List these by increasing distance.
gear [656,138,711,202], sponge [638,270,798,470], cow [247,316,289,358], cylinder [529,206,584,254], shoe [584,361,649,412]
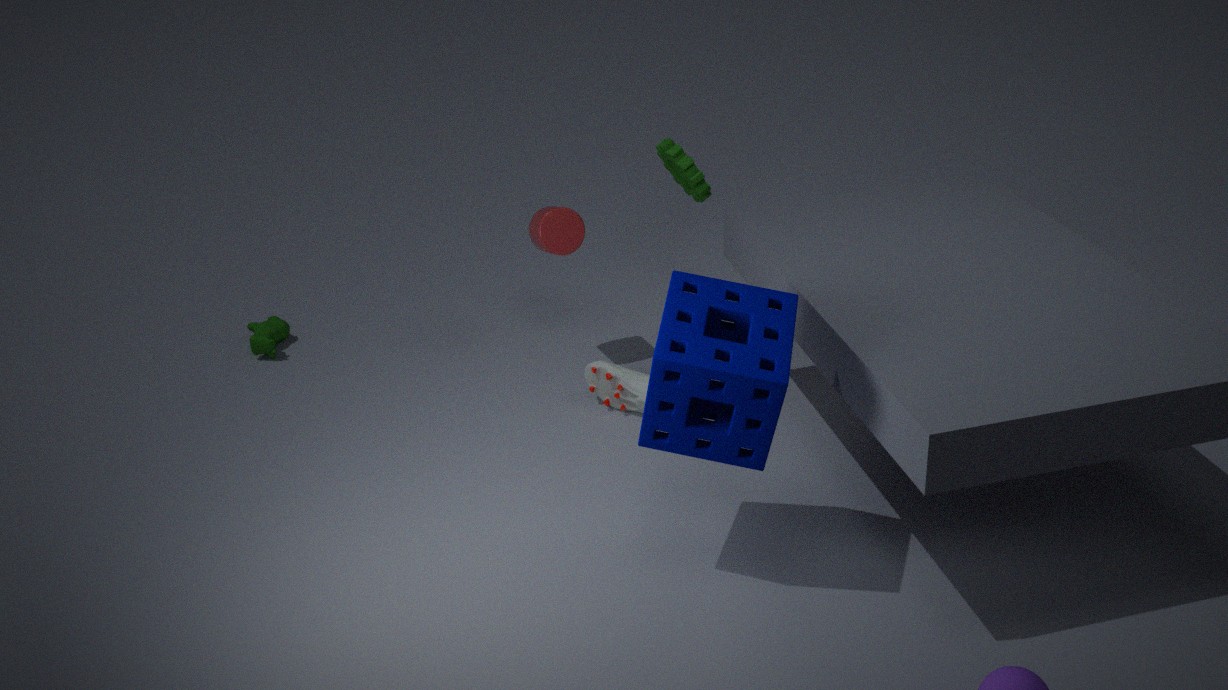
sponge [638,270,798,470] → shoe [584,361,649,412] → gear [656,138,711,202] → cylinder [529,206,584,254] → cow [247,316,289,358]
